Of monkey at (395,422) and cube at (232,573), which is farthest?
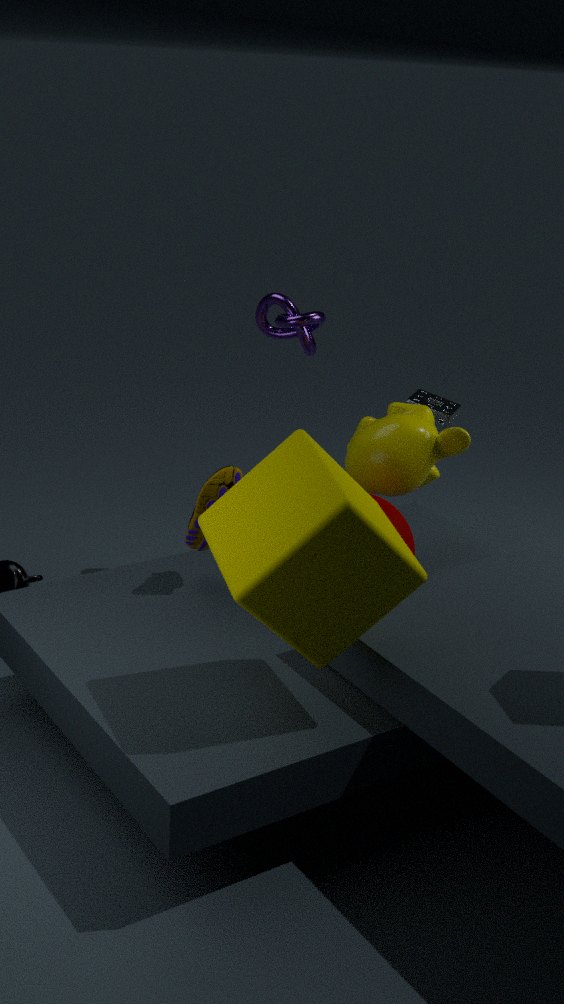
monkey at (395,422)
